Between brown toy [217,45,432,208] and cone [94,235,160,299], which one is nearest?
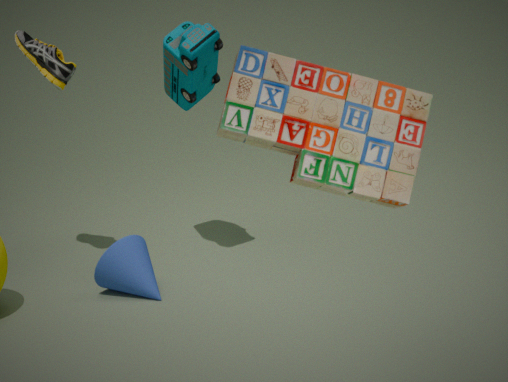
brown toy [217,45,432,208]
